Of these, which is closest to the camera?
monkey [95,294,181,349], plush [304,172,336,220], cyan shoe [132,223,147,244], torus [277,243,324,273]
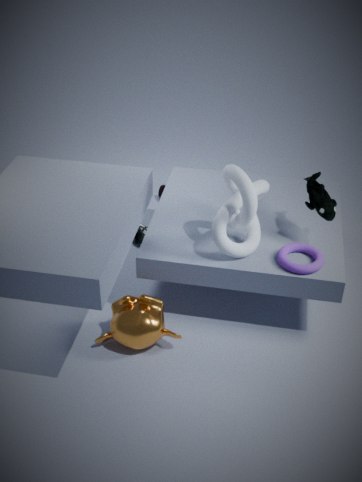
monkey [95,294,181,349]
